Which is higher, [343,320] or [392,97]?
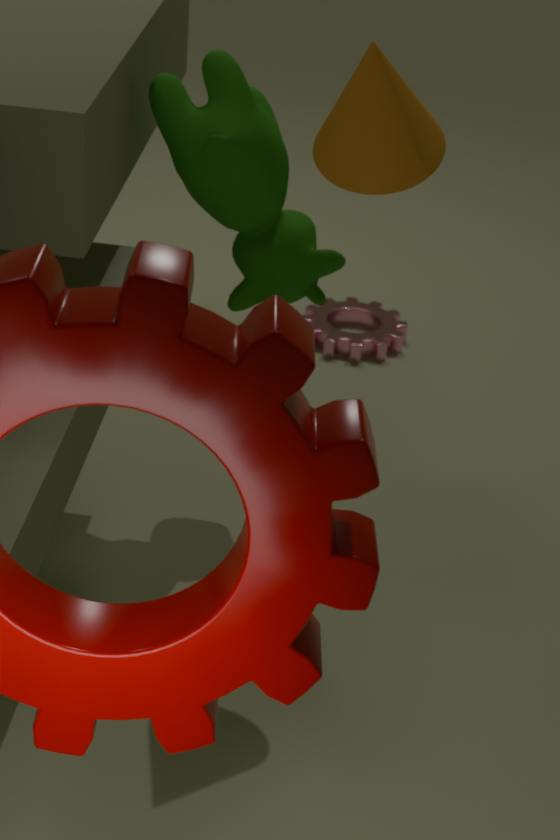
[392,97]
